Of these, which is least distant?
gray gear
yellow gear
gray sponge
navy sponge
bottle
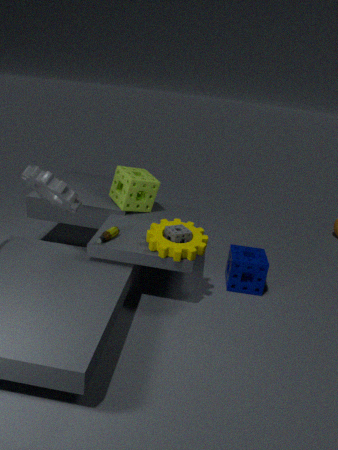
gray gear
